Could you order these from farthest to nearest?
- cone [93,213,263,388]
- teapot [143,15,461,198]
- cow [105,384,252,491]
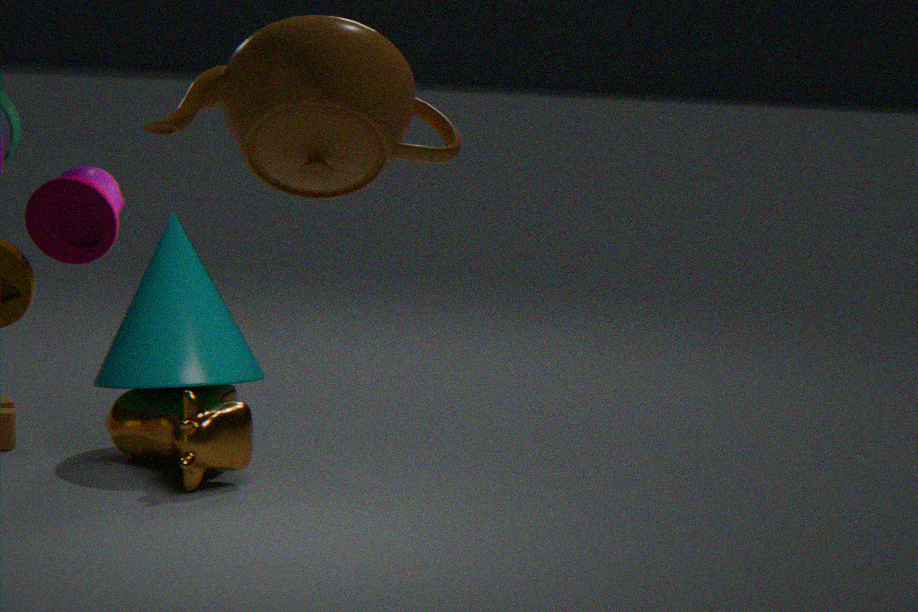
cone [93,213,263,388], cow [105,384,252,491], teapot [143,15,461,198]
